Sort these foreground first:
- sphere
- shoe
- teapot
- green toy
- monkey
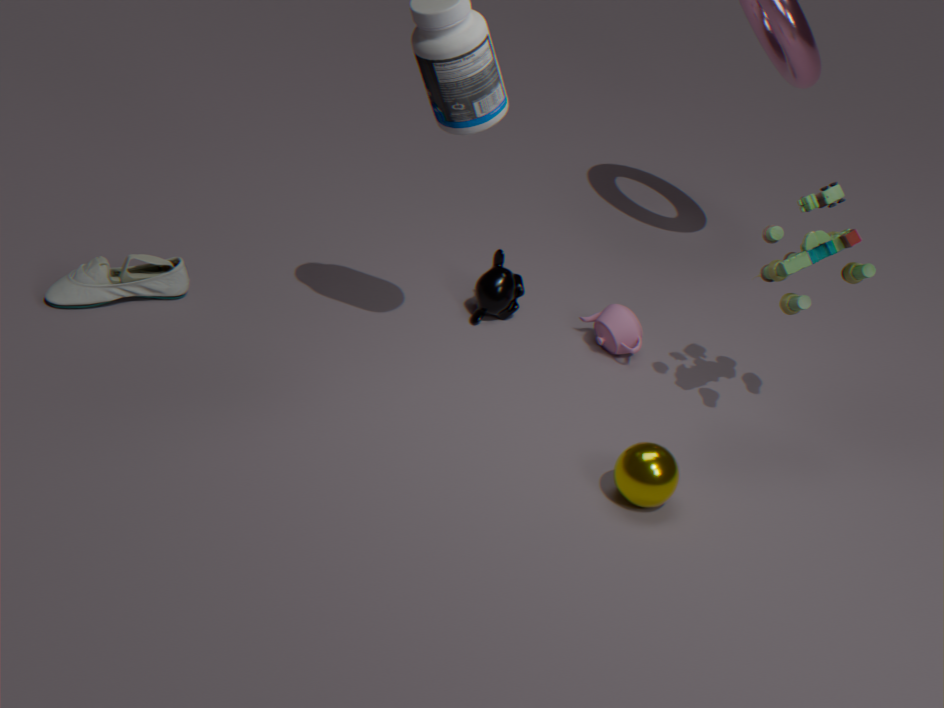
sphere → green toy → shoe → teapot → monkey
